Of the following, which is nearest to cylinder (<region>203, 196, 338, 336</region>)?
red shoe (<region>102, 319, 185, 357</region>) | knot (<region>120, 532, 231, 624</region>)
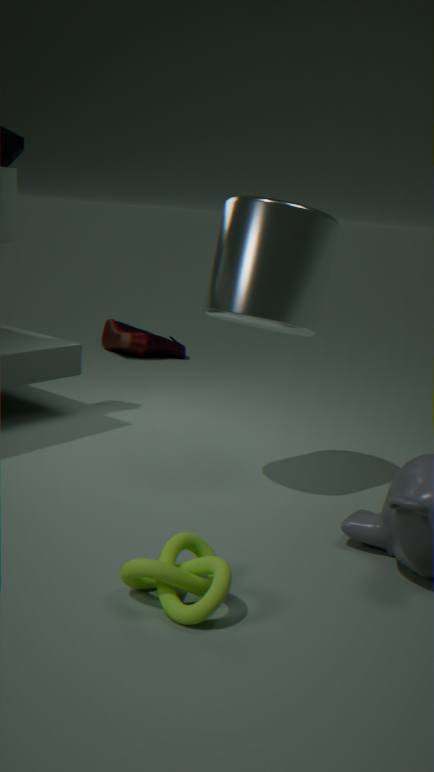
knot (<region>120, 532, 231, 624</region>)
